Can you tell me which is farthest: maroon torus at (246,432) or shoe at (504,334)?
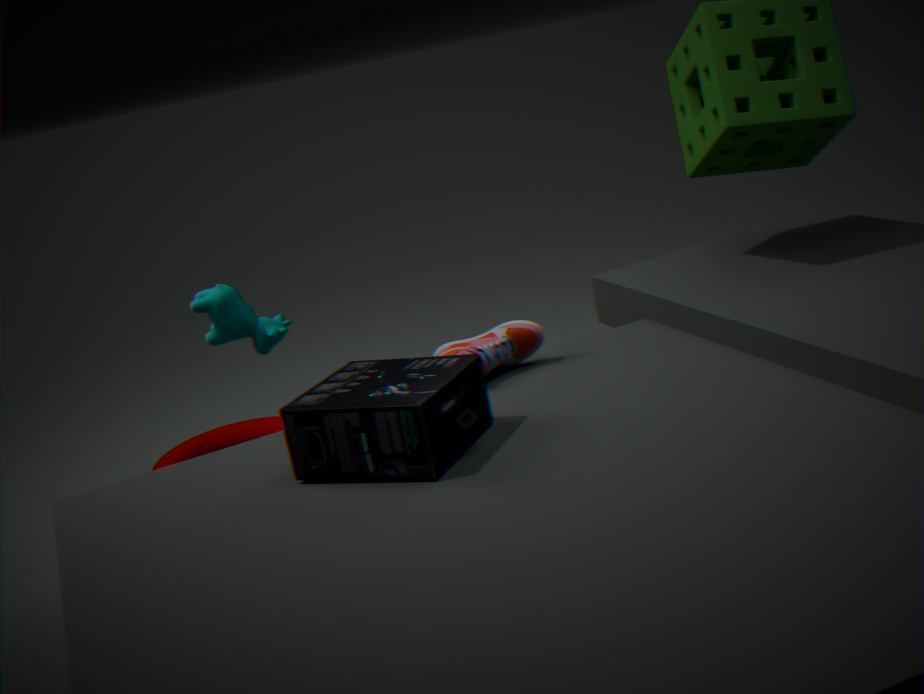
maroon torus at (246,432)
